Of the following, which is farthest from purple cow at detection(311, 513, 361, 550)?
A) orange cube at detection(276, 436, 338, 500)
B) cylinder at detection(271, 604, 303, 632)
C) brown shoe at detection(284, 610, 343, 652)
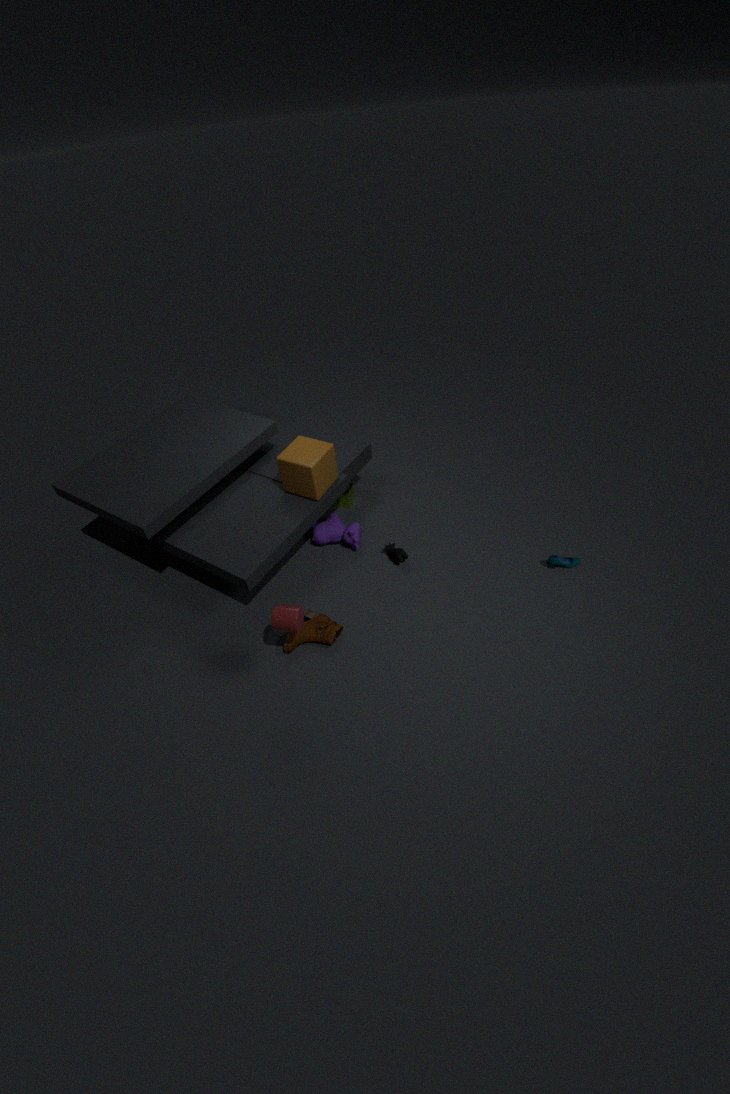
cylinder at detection(271, 604, 303, 632)
